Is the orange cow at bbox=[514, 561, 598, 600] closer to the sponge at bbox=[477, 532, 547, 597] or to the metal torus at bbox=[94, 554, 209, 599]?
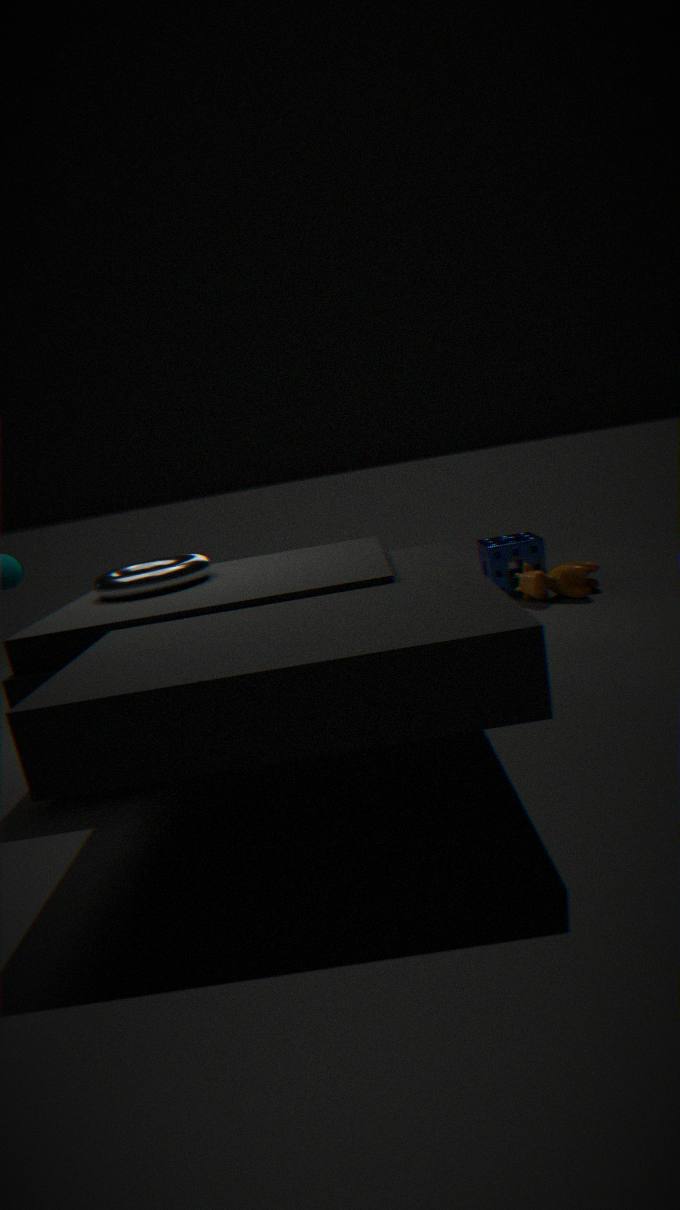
the sponge at bbox=[477, 532, 547, 597]
